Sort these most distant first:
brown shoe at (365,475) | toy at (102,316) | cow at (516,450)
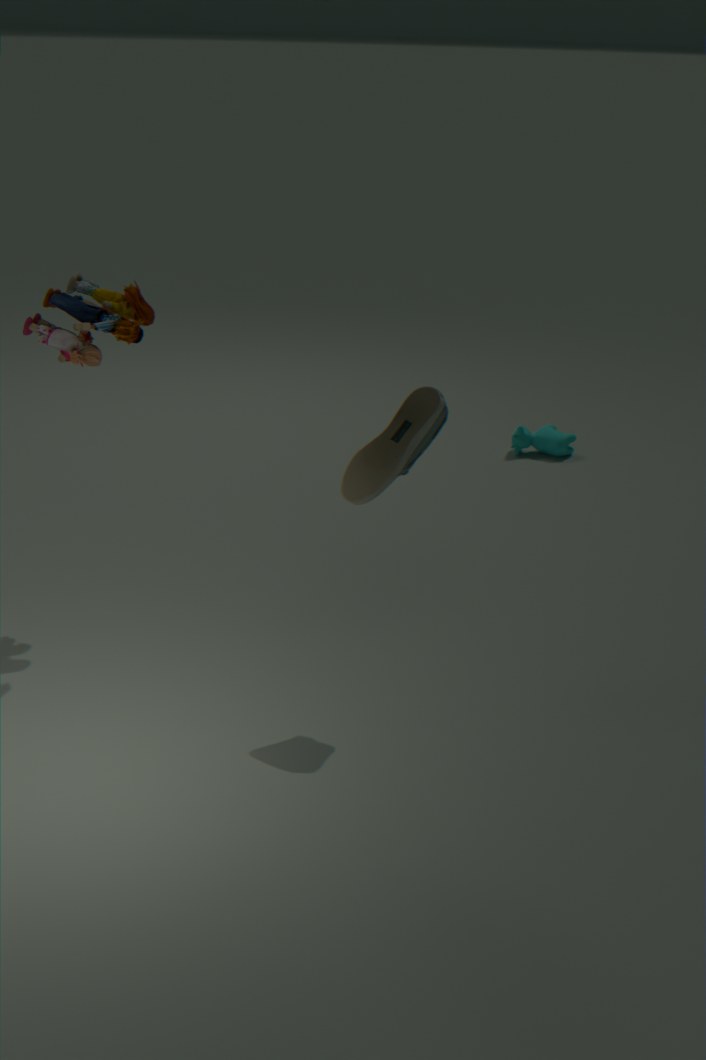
cow at (516,450), toy at (102,316), brown shoe at (365,475)
